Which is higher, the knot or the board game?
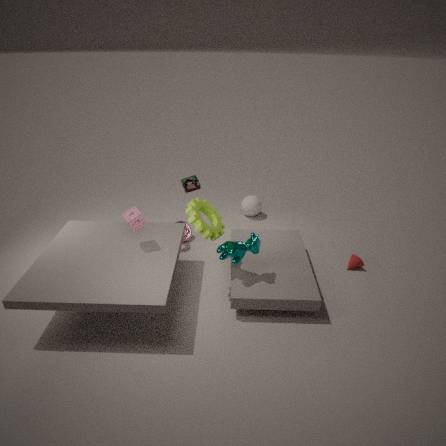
the board game
